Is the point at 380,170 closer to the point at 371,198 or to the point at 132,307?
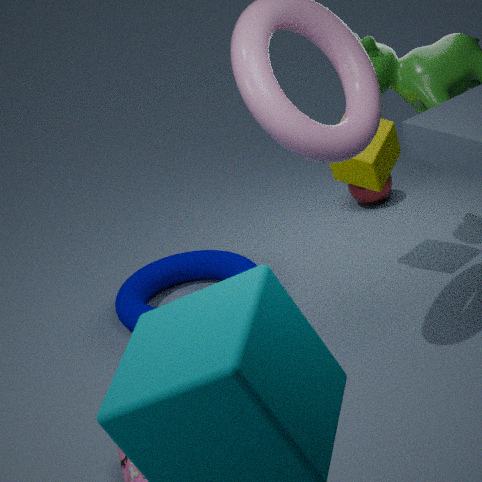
the point at 371,198
